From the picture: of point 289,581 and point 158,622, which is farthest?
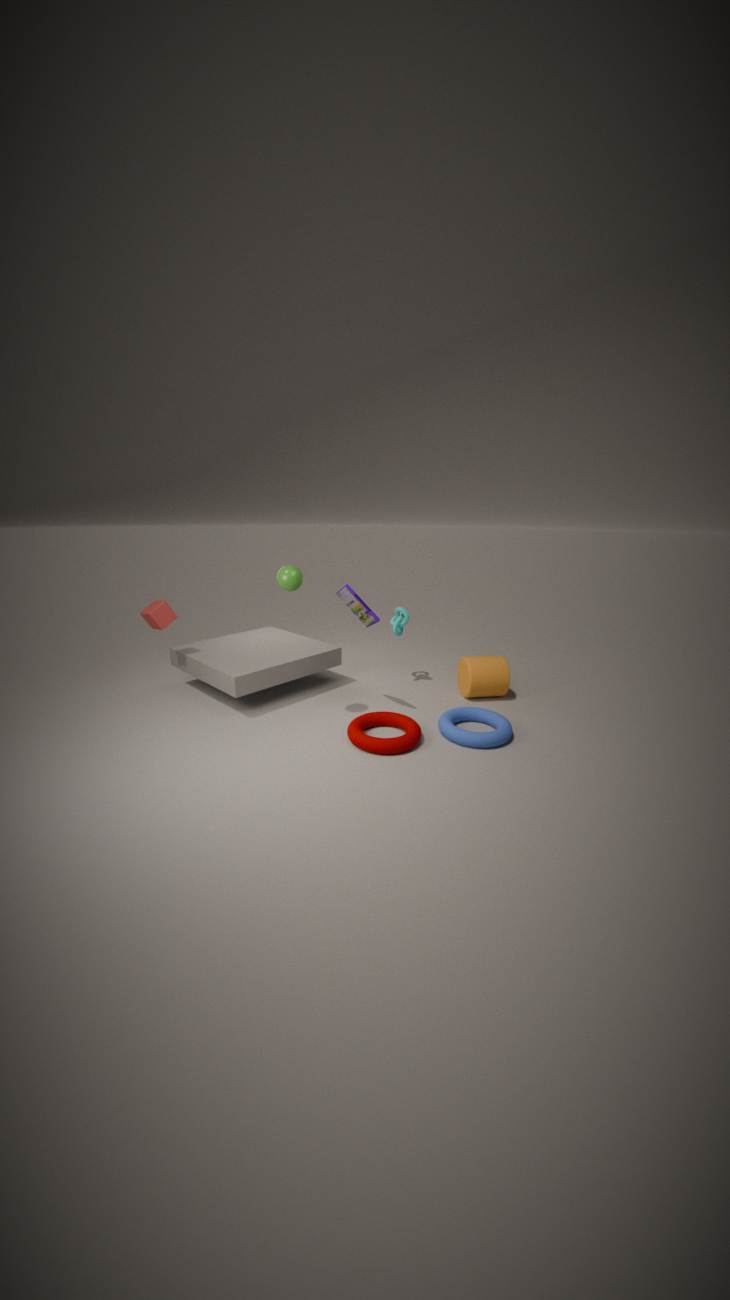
point 158,622
